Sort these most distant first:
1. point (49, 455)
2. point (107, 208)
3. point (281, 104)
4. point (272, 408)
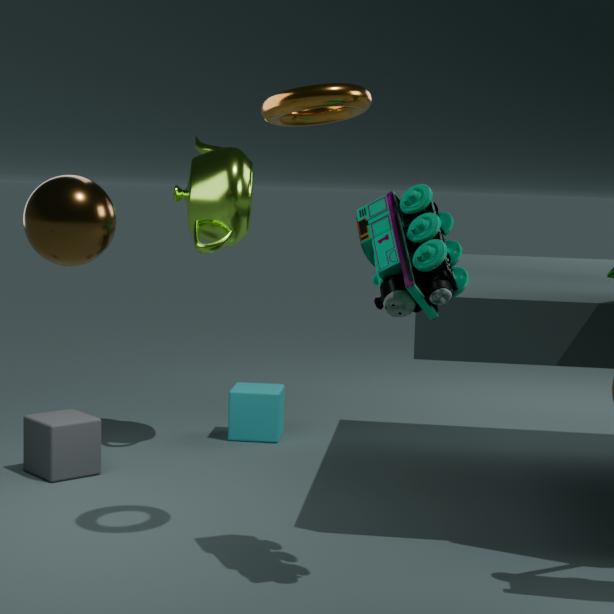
point (272, 408), point (49, 455), point (281, 104), point (107, 208)
